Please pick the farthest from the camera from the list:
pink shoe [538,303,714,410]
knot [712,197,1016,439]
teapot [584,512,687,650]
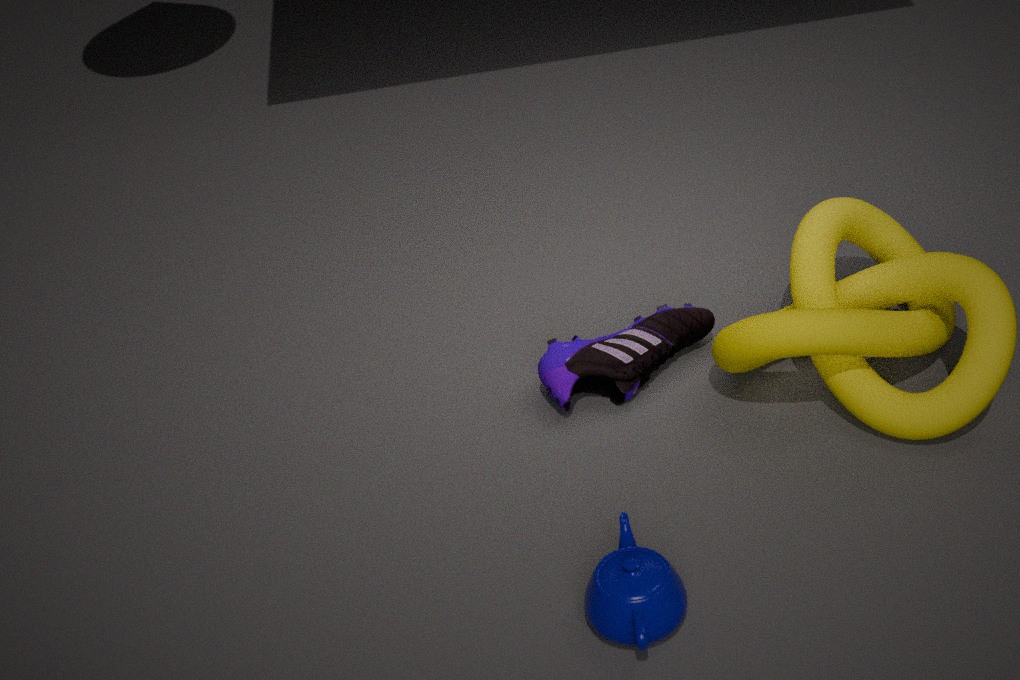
pink shoe [538,303,714,410]
